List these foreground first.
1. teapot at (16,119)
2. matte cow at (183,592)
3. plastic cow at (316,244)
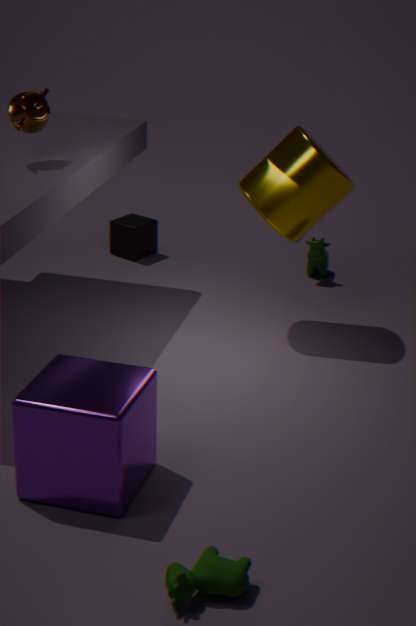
1. matte cow at (183,592)
2. teapot at (16,119)
3. plastic cow at (316,244)
